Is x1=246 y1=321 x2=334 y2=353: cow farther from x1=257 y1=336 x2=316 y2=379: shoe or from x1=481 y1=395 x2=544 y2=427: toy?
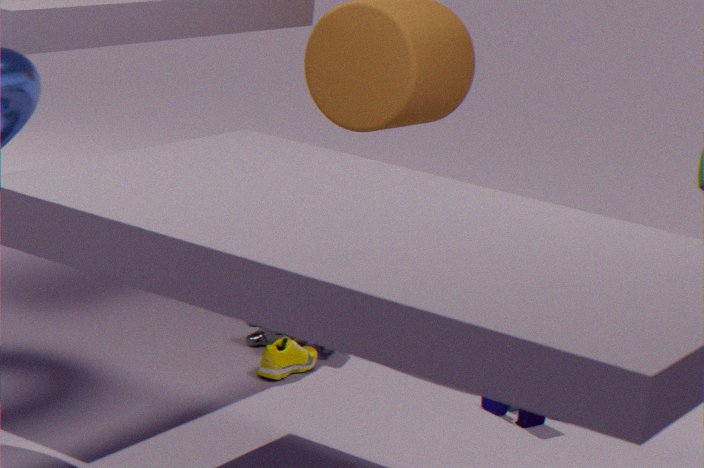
x1=481 y1=395 x2=544 y2=427: toy
